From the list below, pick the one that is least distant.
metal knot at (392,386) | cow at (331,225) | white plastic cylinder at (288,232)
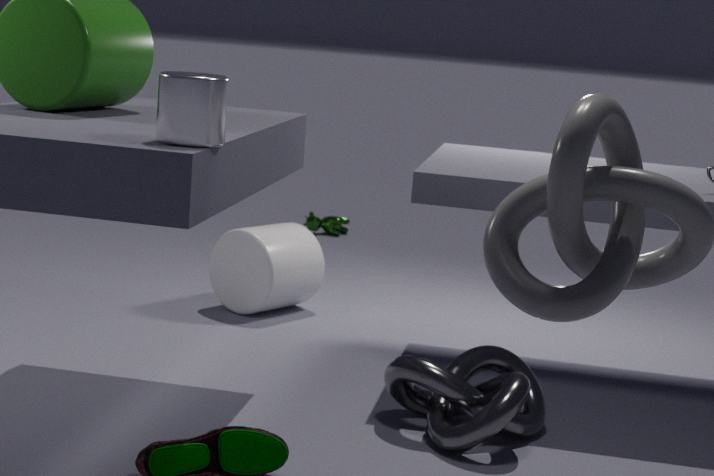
metal knot at (392,386)
